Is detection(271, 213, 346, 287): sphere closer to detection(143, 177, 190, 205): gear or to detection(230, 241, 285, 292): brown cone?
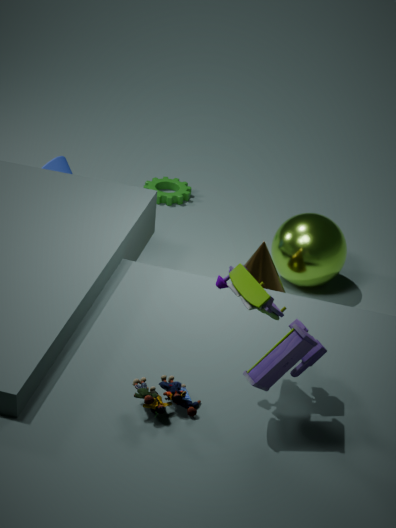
detection(230, 241, 285, 292): brown cone
